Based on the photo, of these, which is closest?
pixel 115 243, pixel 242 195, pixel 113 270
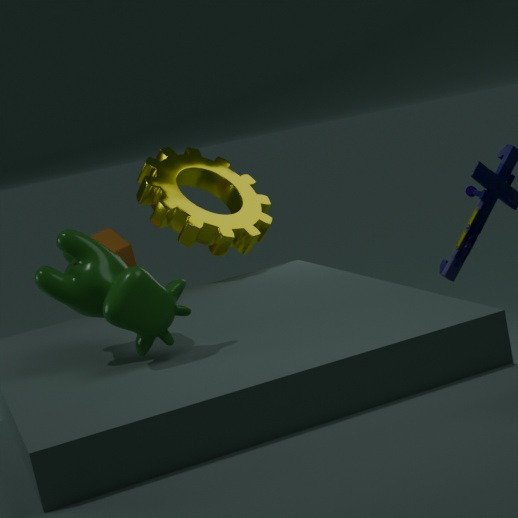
pixel 113 270
